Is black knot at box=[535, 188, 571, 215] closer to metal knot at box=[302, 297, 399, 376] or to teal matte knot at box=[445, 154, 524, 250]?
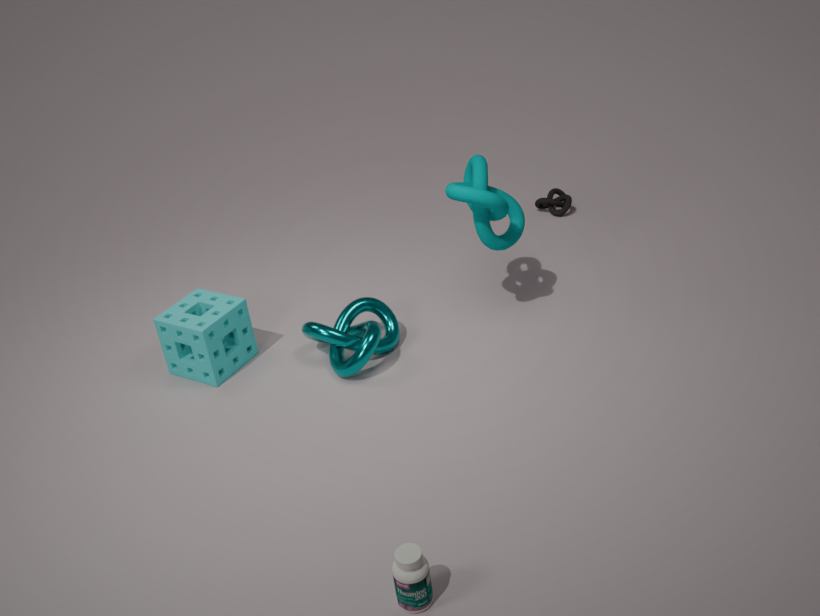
teal matte knot at box=[445, 154, 524, 250]
